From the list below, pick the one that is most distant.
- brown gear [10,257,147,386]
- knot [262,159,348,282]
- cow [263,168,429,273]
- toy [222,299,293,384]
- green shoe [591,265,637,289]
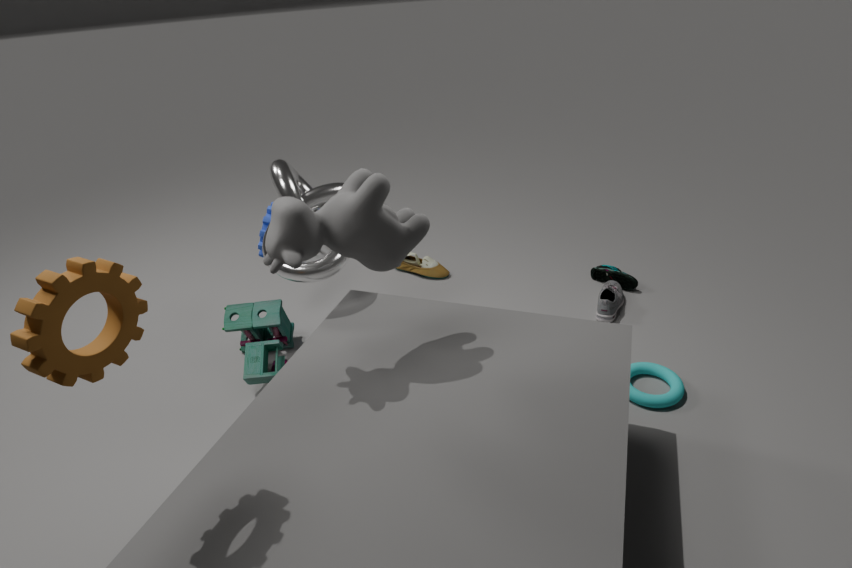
green shoe [591,265,637,289]
